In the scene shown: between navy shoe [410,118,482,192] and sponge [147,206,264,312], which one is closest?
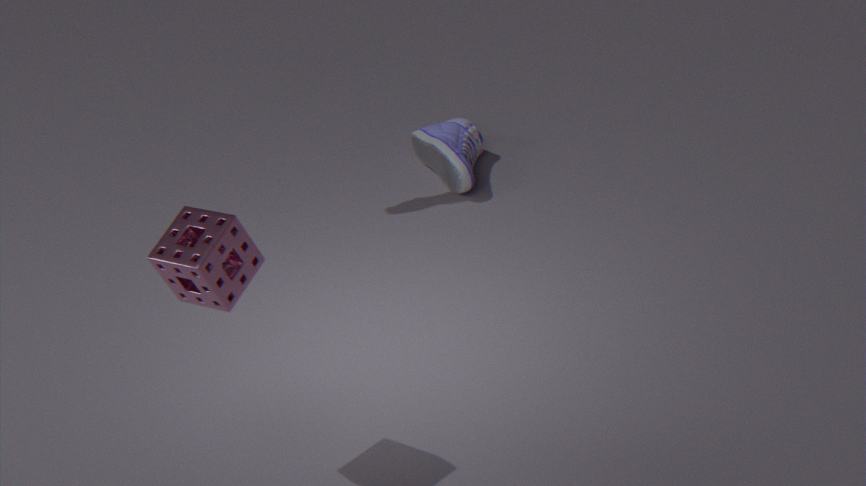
sponge [147,206,264,312]
